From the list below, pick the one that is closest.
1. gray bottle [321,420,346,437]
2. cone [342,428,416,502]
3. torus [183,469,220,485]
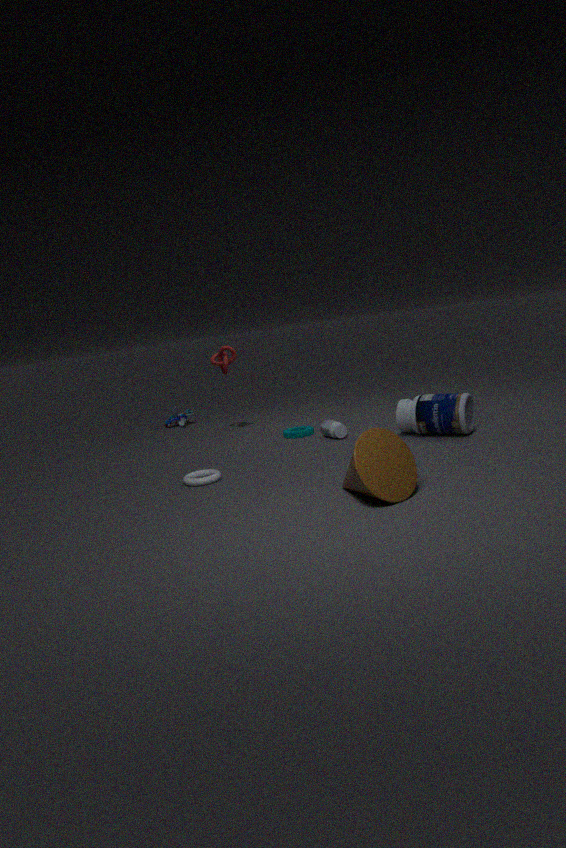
cone [342,428,416,502]
